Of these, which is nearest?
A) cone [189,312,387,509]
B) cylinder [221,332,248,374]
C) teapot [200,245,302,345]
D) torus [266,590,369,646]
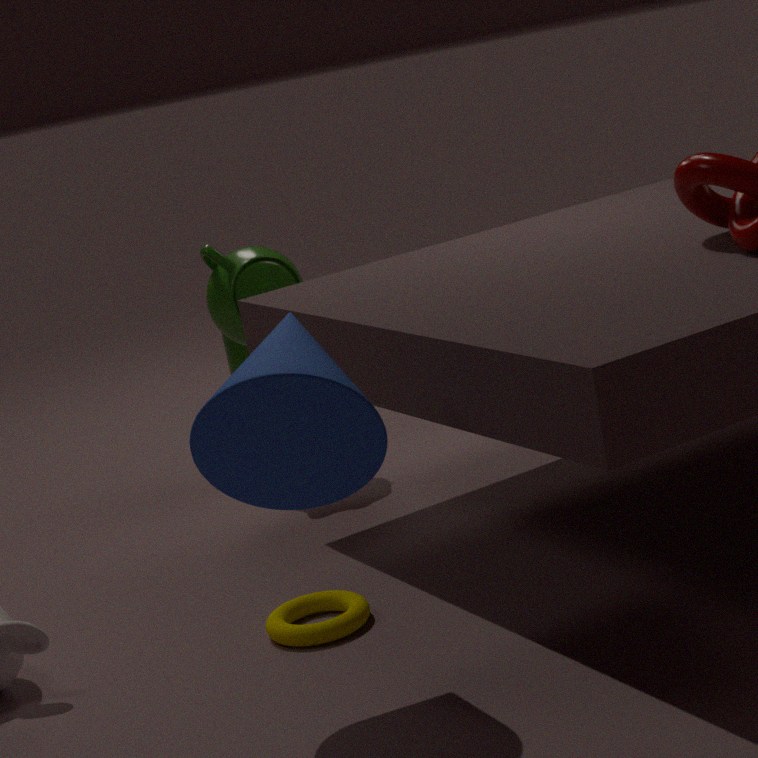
cone [189,312,387,509]
